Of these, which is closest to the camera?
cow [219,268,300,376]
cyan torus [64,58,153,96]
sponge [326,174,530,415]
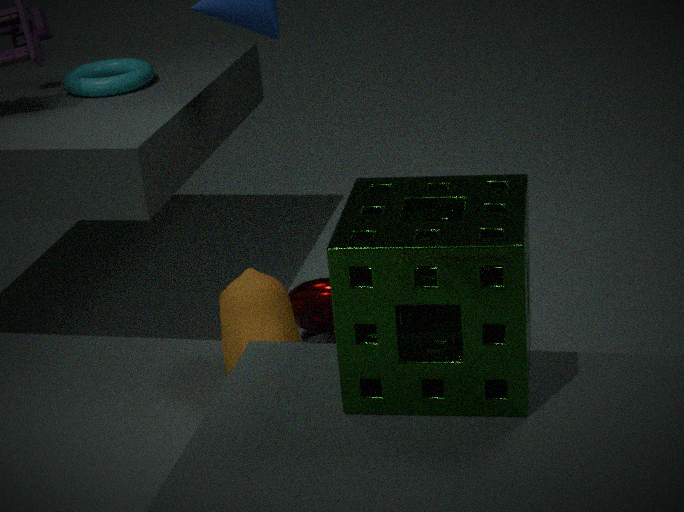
sponge [326,174,530,415]
